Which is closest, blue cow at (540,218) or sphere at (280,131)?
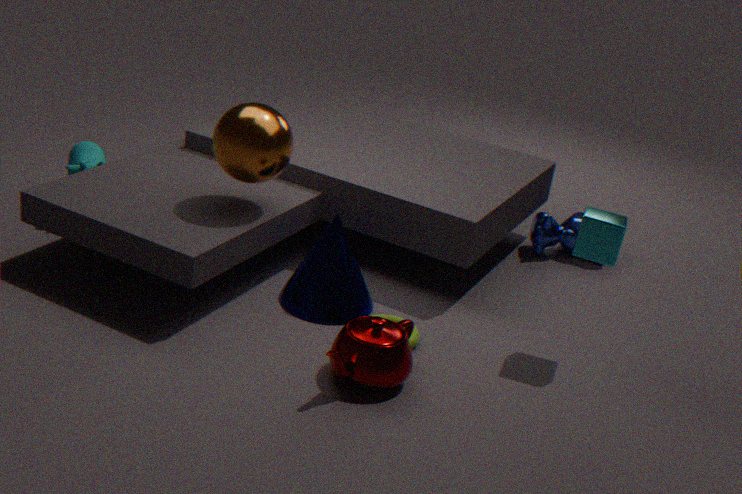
sphere at (280,131)
